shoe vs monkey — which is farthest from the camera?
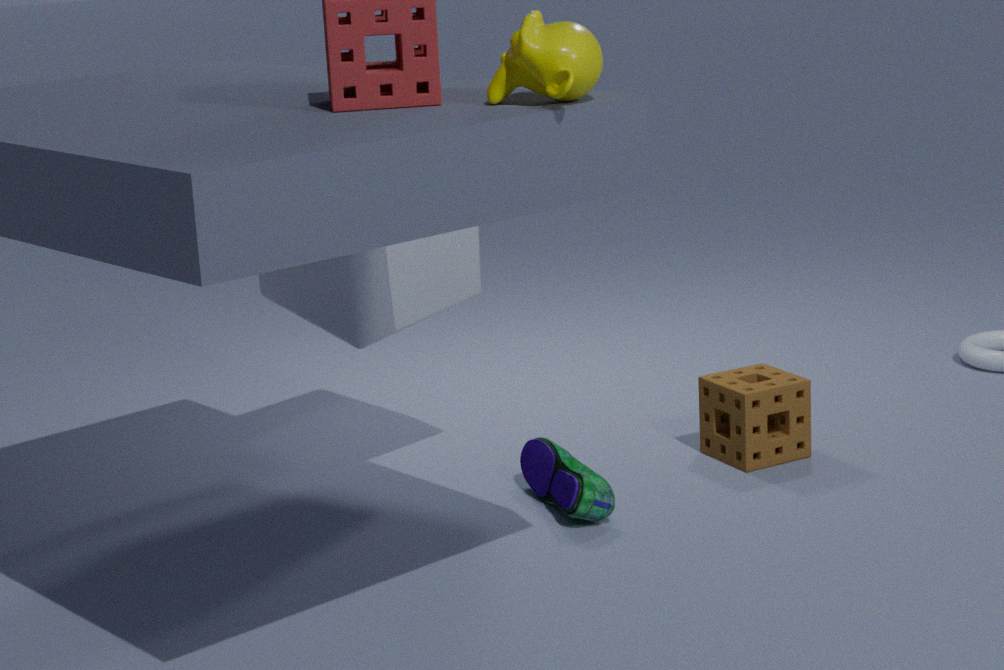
shoe
